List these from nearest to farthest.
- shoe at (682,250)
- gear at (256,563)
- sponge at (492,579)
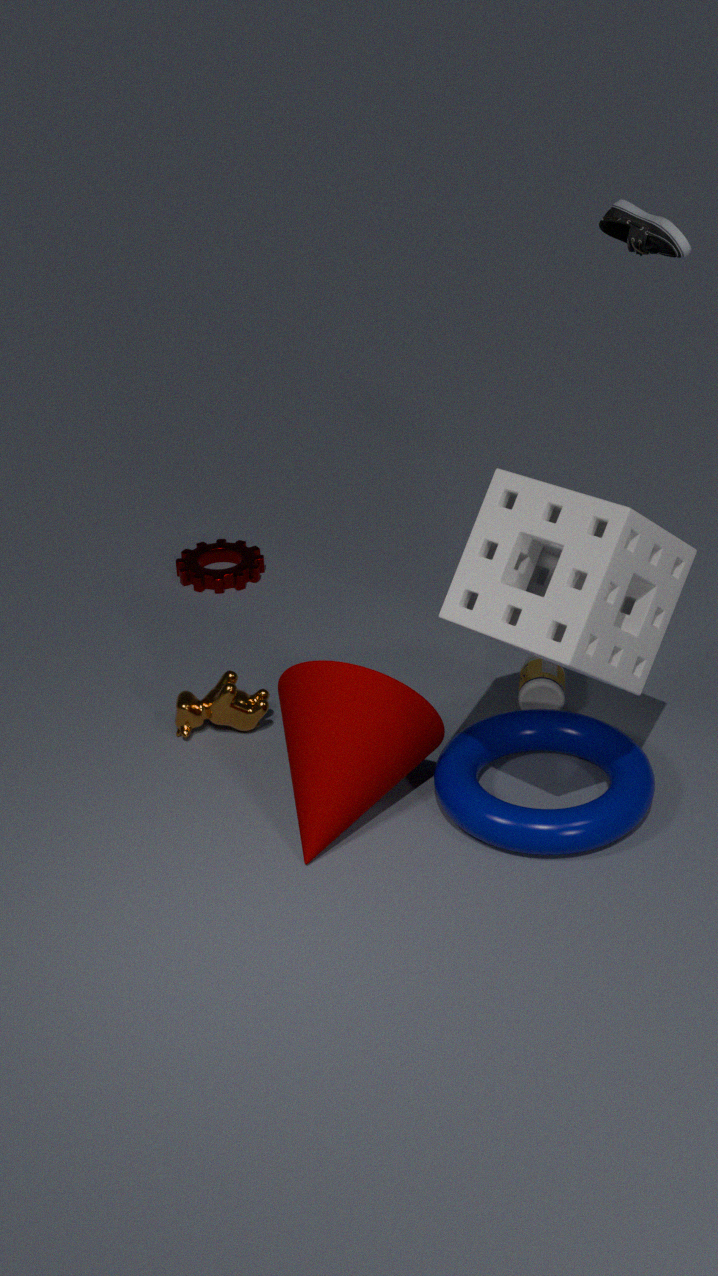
sponge at (492,579) < shoe at (682,250) < gear at (256,563)
